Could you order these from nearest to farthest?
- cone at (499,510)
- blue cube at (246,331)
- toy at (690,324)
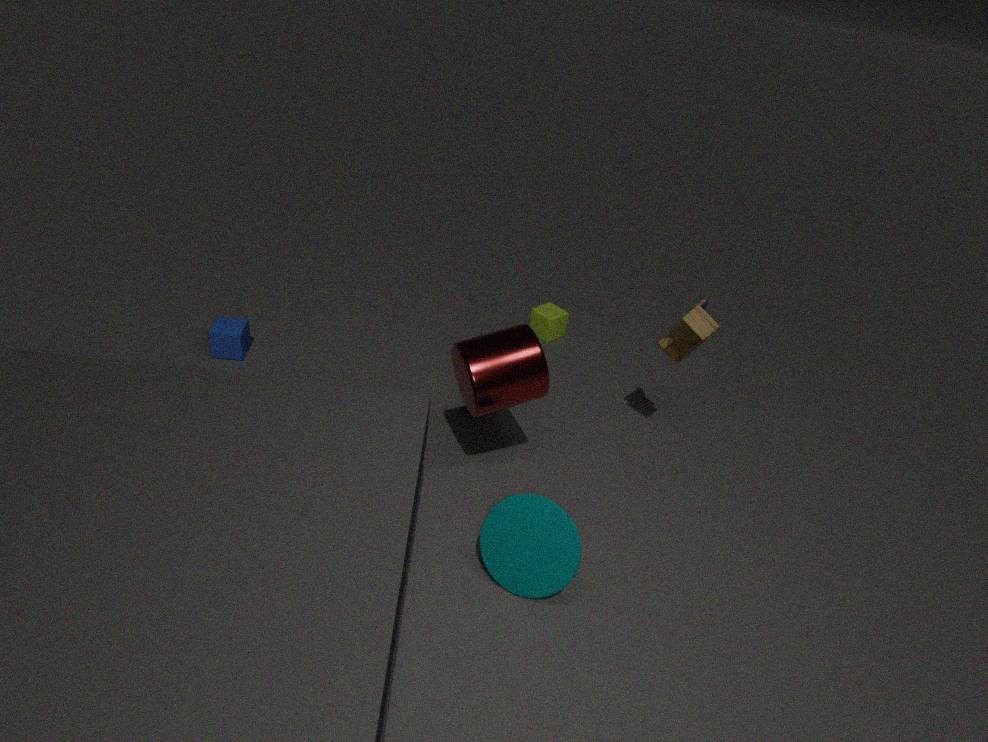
cone at (499,510) < toy at (690,324) < blue cube at (246,331)
